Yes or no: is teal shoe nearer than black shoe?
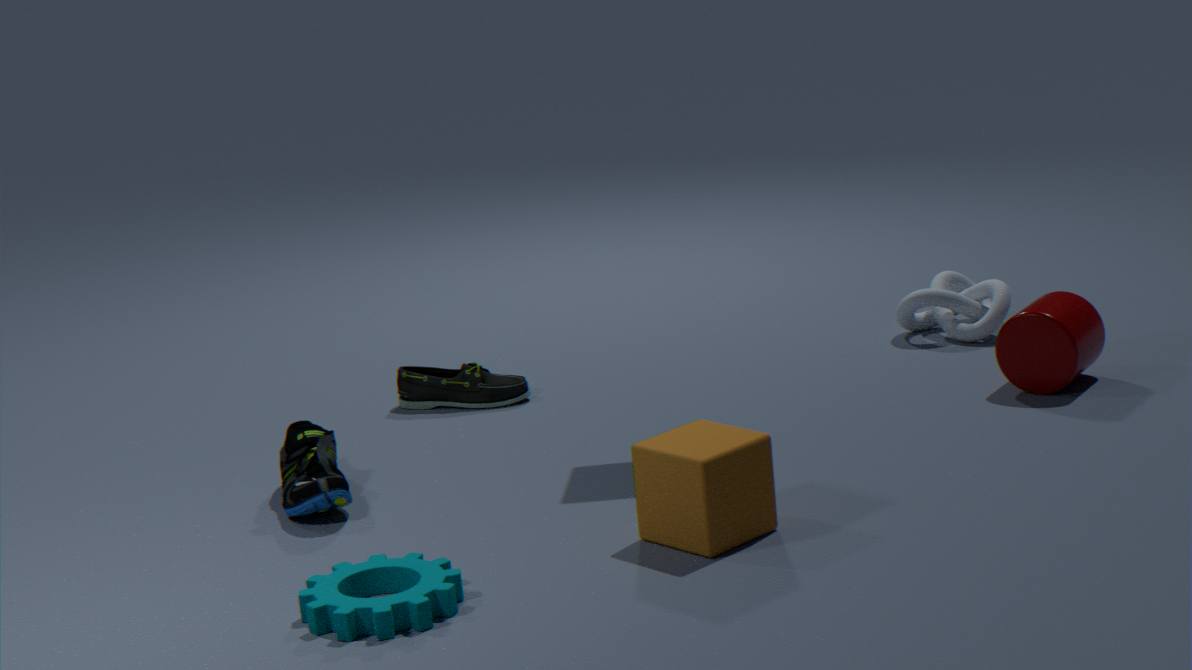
Yes
